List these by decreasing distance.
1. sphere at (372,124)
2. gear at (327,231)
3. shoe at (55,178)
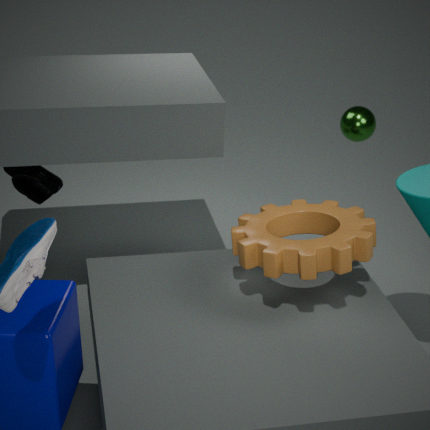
1. sphere at (372,124)
2. shoe at (55,178)
3. gear at (327,231)
